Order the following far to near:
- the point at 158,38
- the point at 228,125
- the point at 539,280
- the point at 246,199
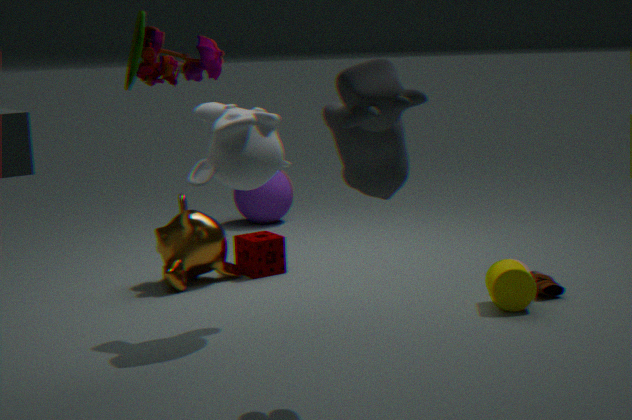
1. the point at 246,199
2. the point at 539,280
3. the point at 228,125
4. the point at 158,38
